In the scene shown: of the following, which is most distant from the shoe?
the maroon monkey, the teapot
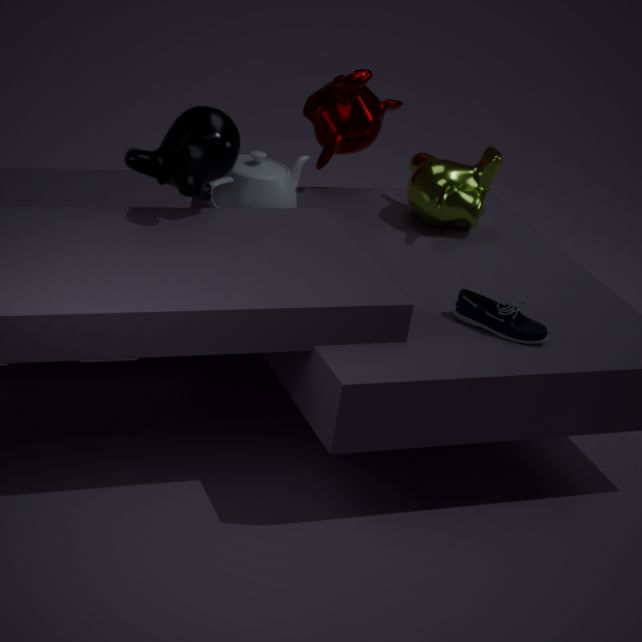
the maroon monkey
